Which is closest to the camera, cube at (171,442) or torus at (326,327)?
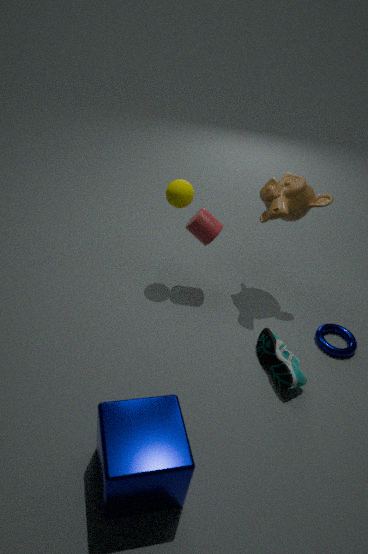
cube at (171,442)
